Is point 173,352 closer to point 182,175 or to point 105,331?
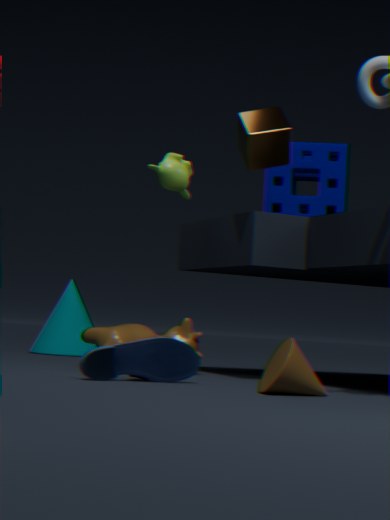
point 105,331
